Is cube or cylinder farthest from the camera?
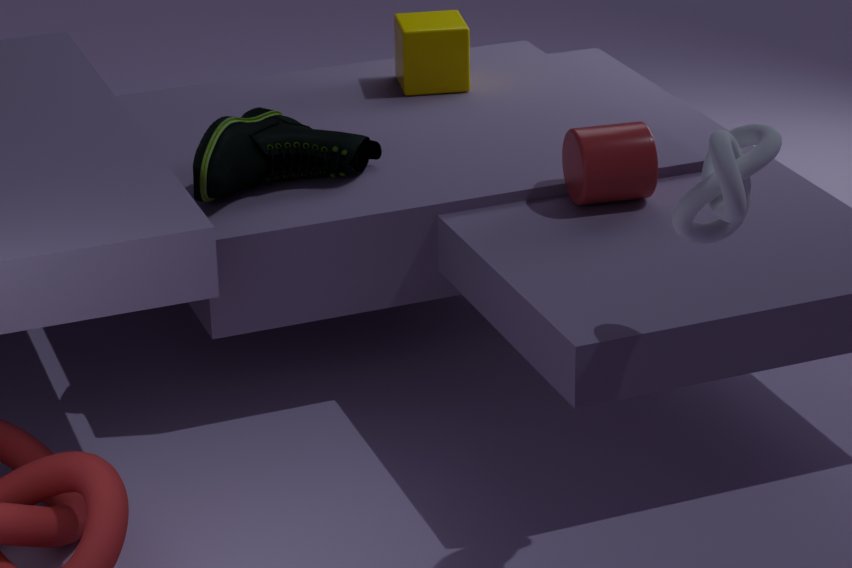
cube
